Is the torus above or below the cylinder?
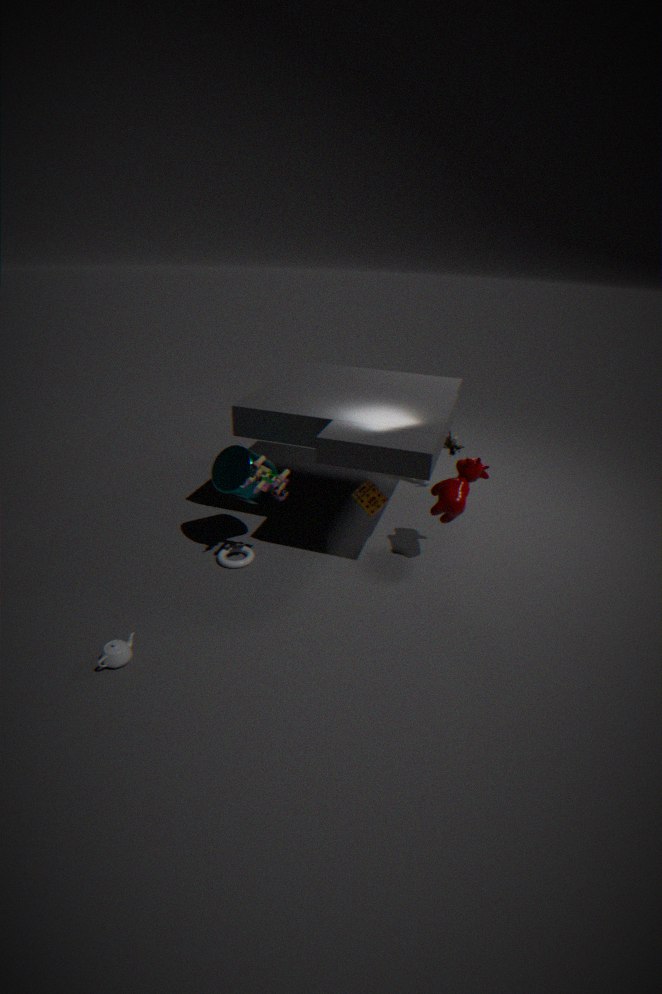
below
